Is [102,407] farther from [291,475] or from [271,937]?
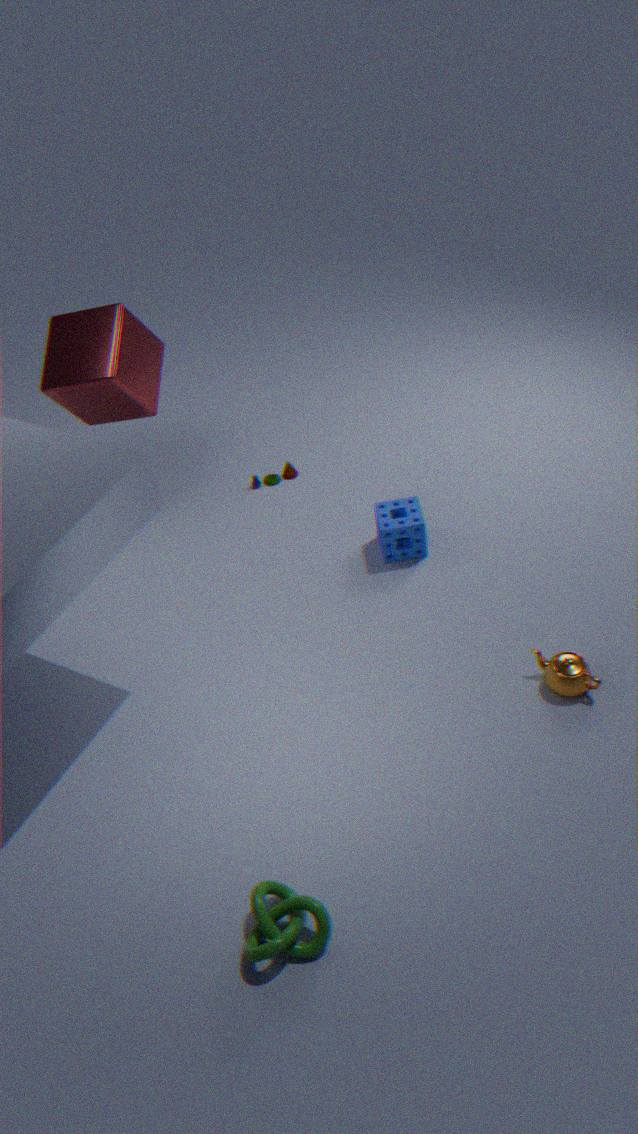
[271,937]
